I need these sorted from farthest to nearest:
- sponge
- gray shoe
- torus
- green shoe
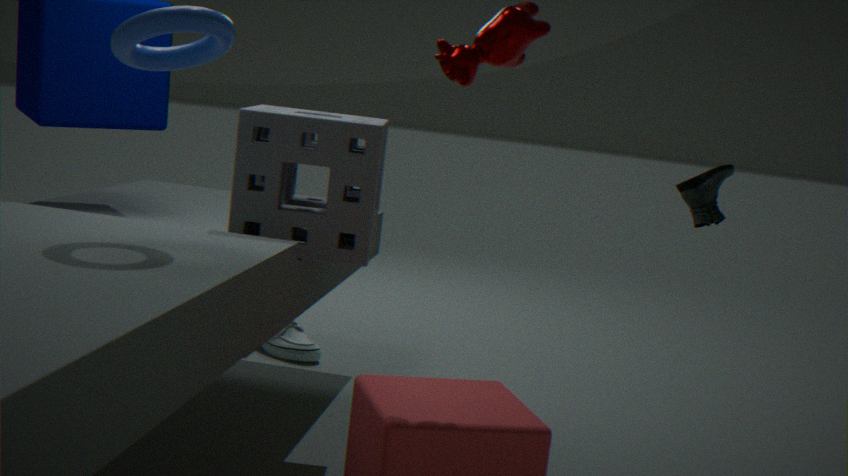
gray shoe, green shoe, sponge, torus
